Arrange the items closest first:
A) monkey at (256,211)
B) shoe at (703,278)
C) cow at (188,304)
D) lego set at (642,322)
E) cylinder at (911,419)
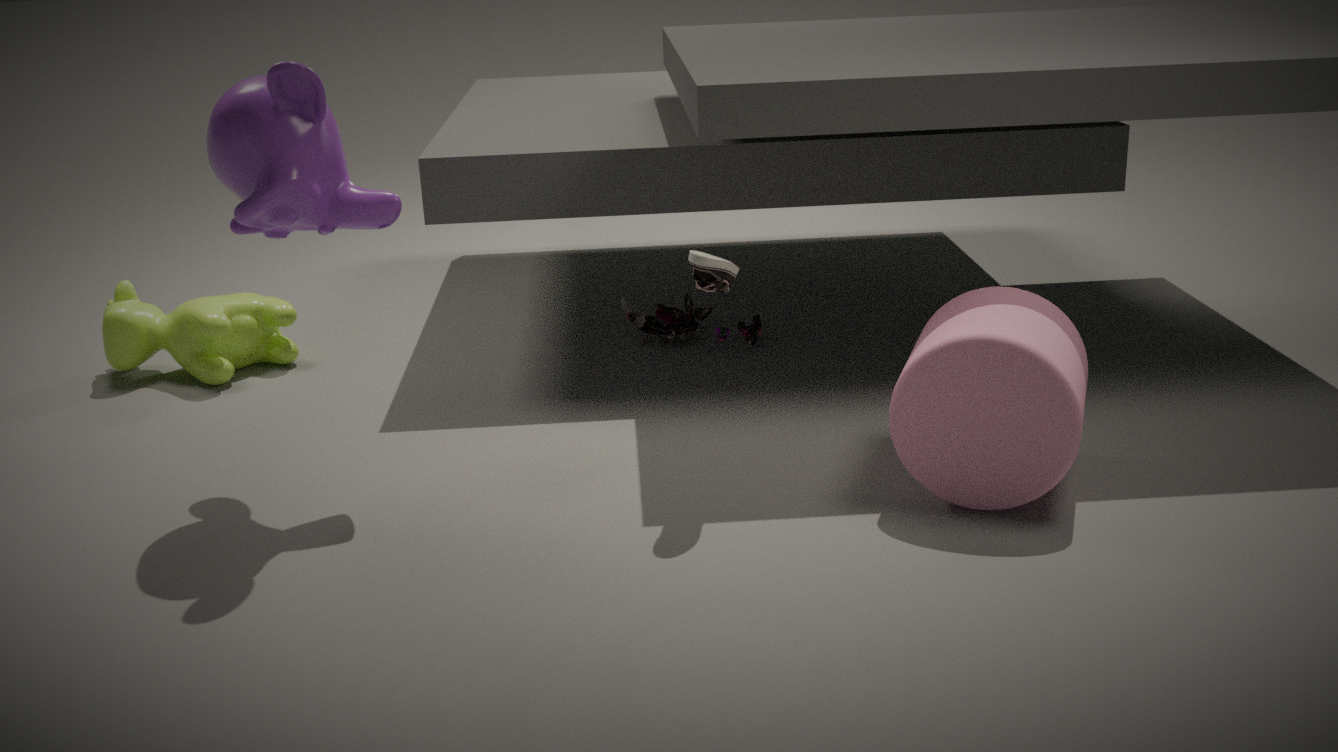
monkey at (256,211), cylinder at (911,419), shoe at (703,278), cow at (188,304), lego set at (642,322)
